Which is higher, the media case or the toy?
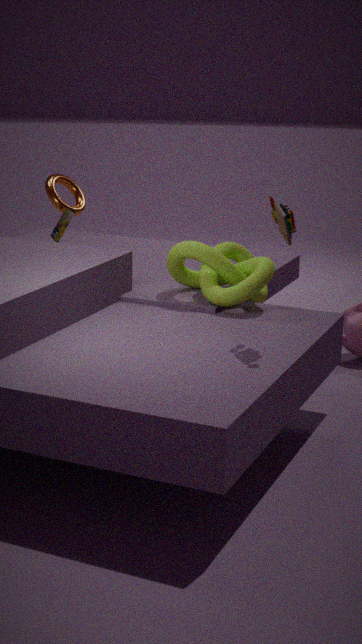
the toy
